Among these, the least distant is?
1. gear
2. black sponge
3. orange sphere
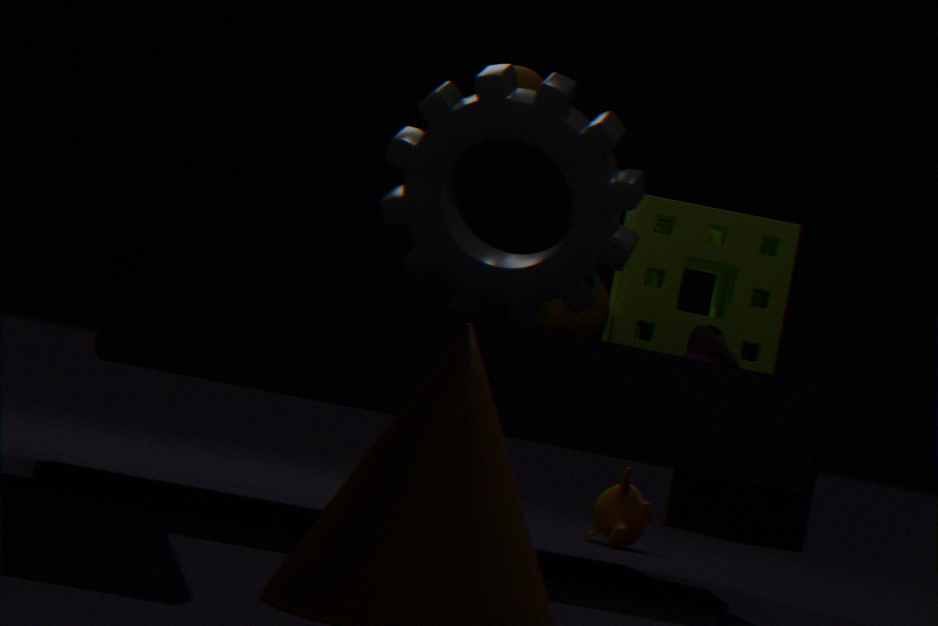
gear
